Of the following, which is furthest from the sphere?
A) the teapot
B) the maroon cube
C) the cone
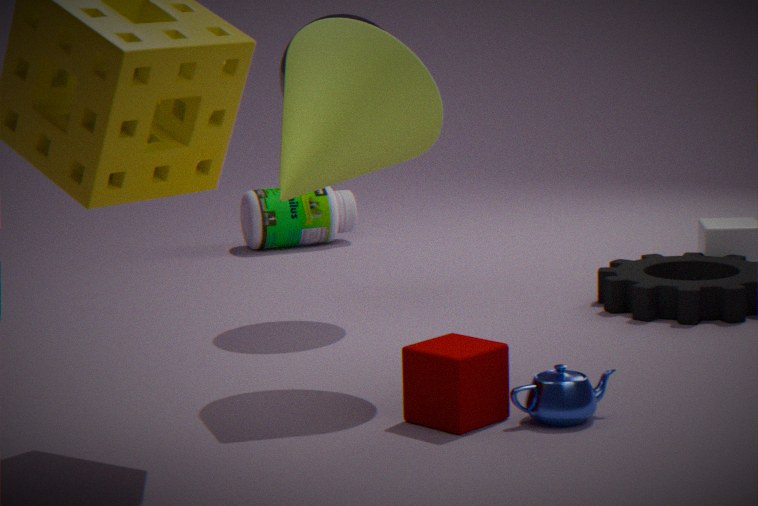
the teapot
